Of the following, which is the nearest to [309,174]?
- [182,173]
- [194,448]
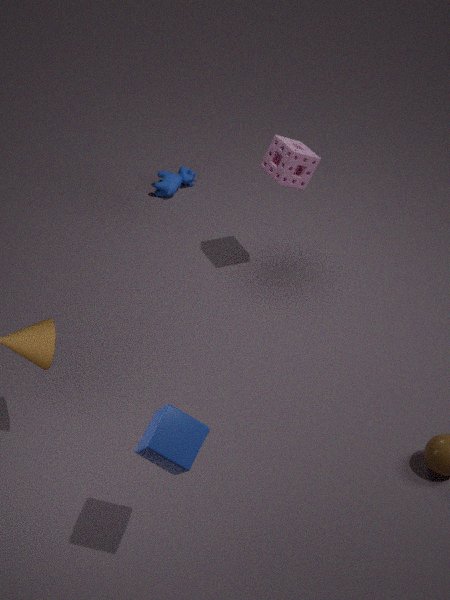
[182,173]
